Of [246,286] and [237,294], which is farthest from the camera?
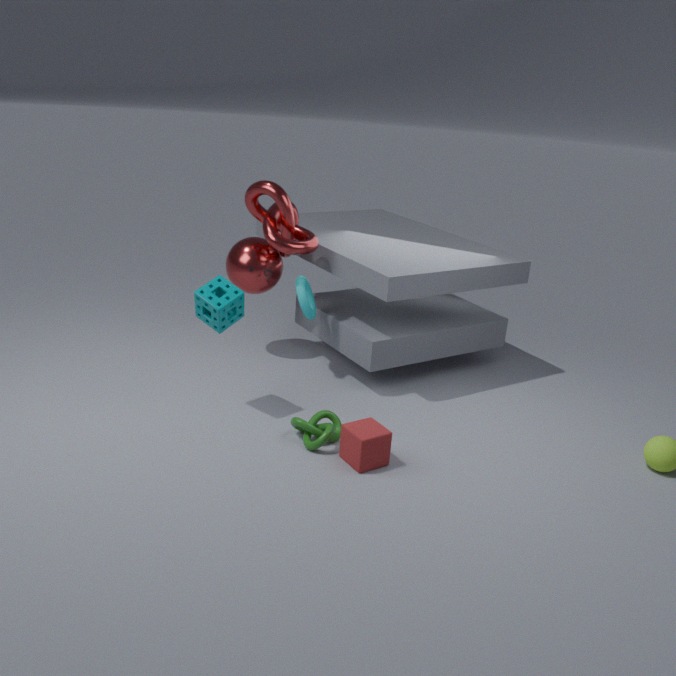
[246,286]
